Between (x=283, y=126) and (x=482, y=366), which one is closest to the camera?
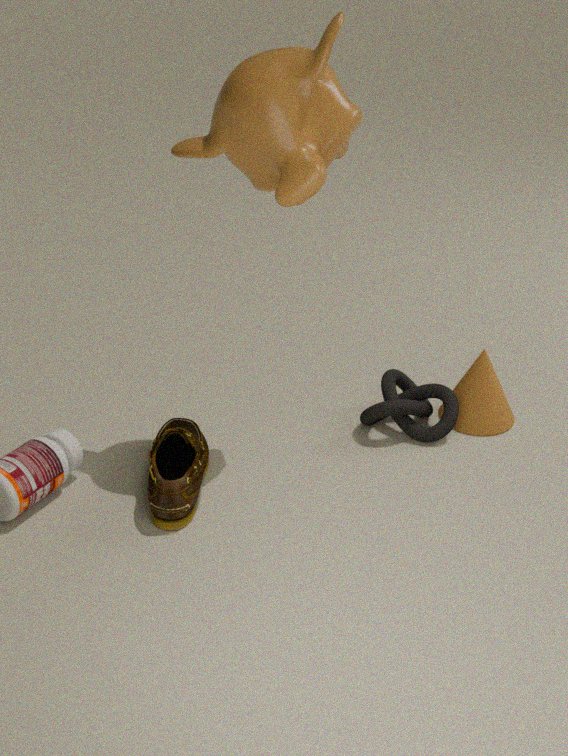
(x=283, y=126)
